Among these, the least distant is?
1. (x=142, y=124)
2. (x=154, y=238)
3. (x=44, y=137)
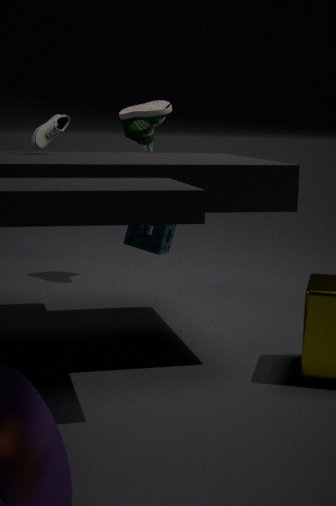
(x=44, y=137)
